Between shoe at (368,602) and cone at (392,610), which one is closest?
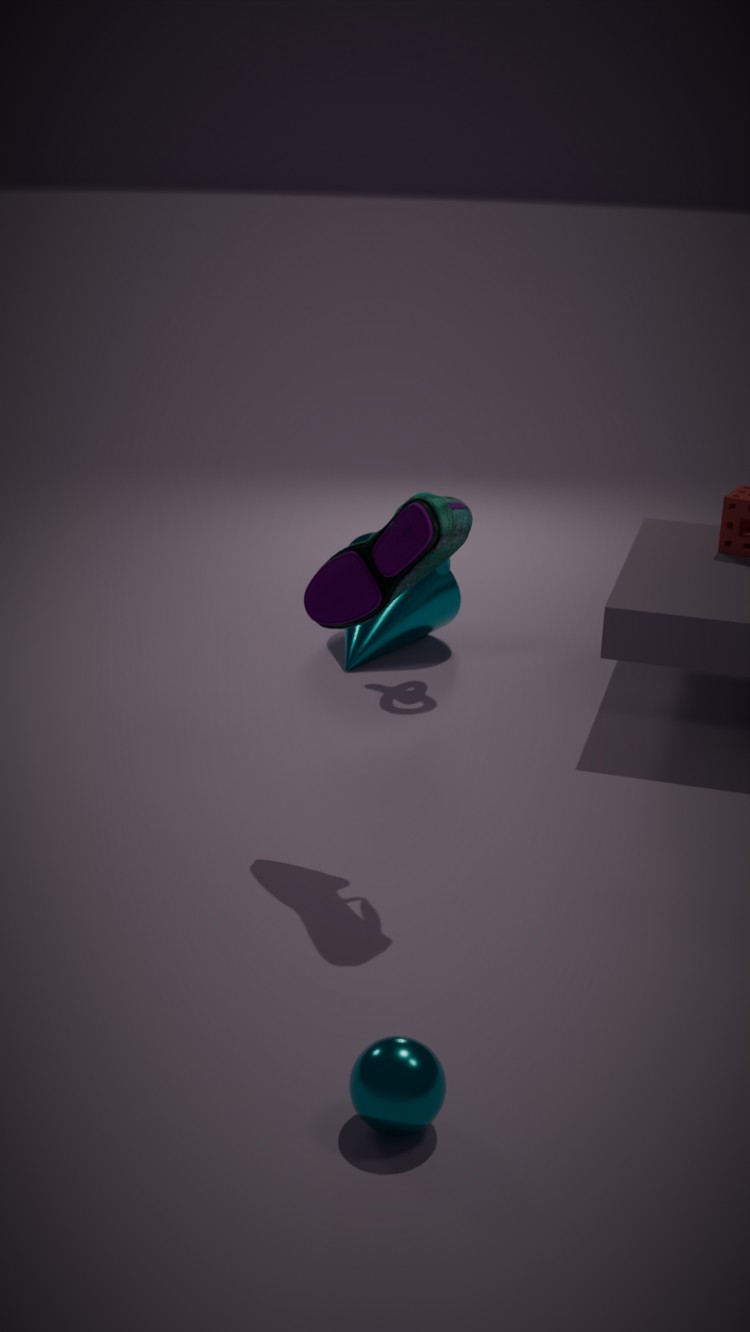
shoe at (368,602)
